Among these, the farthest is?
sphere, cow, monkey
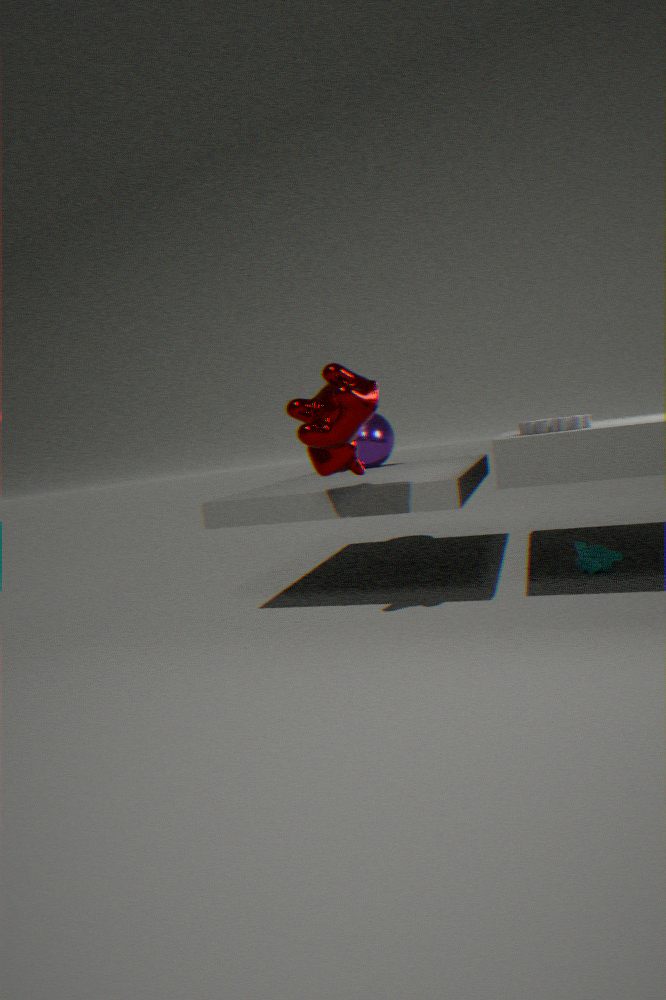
sphere
